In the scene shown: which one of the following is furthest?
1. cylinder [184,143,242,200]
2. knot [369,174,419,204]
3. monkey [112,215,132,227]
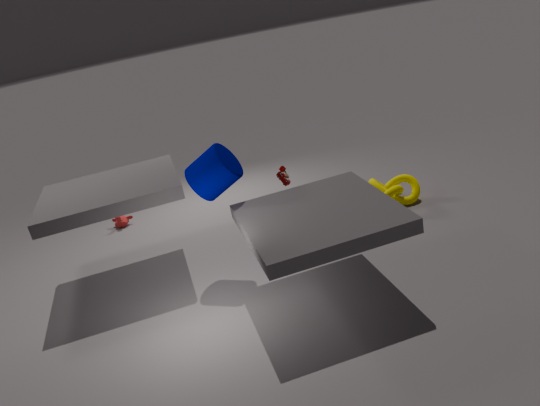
monkey [112,215,132,227]
